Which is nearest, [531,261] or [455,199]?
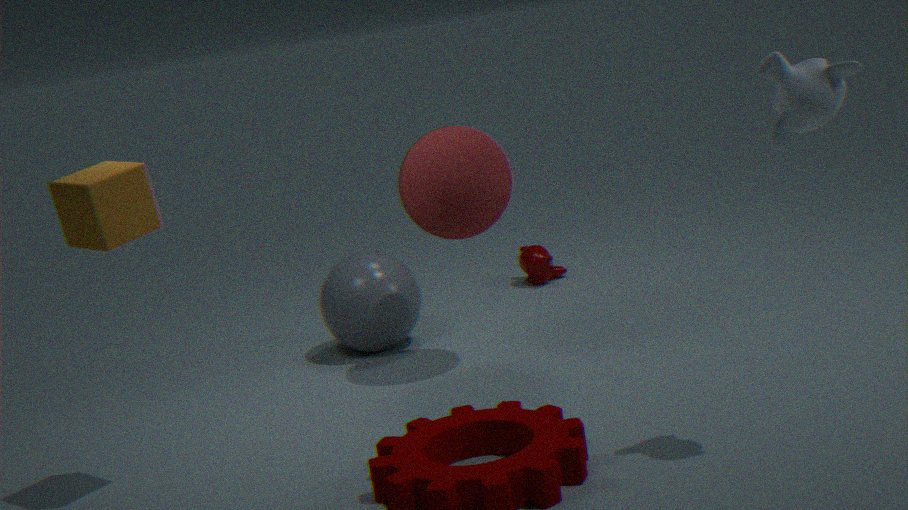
[455,199]
